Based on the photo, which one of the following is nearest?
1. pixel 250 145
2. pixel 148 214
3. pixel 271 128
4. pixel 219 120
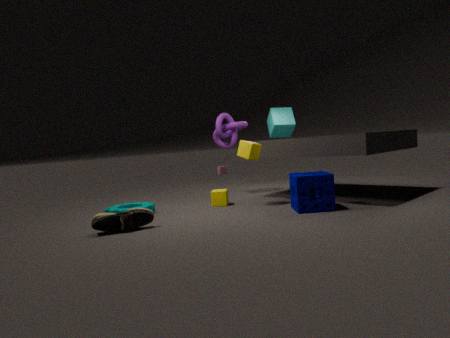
pixel 148 214
